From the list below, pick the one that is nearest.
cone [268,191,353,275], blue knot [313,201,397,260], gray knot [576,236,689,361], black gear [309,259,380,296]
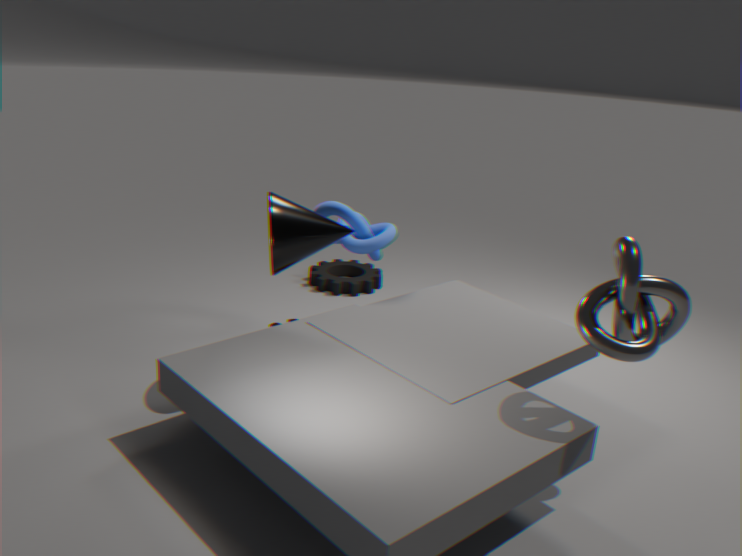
gray knot [576,236,689,361]
